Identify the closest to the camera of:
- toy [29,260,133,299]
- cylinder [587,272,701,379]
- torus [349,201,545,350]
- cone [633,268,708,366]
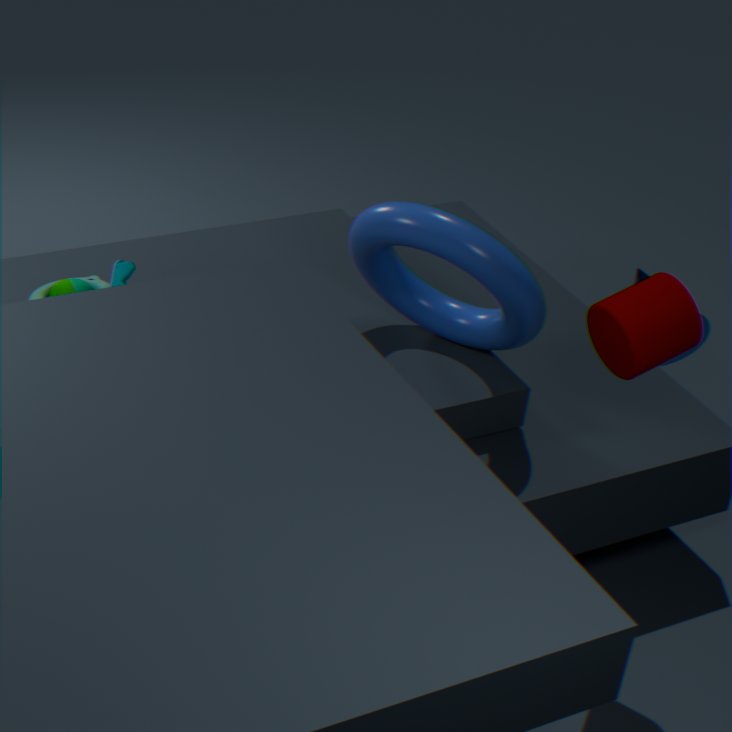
cylinder [587,272,701,379]
